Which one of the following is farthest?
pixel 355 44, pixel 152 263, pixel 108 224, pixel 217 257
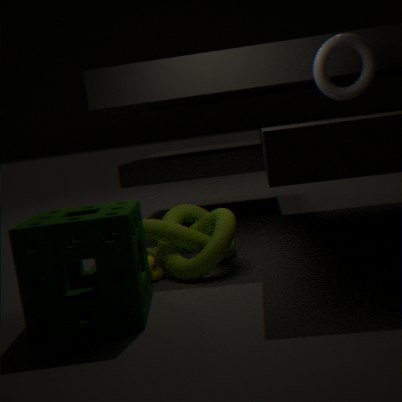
pixel 355 44
